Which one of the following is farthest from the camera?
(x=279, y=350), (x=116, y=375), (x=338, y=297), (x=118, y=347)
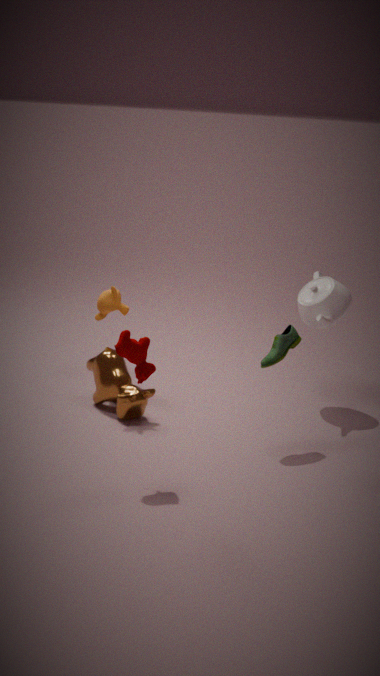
(x=338, y=297)
